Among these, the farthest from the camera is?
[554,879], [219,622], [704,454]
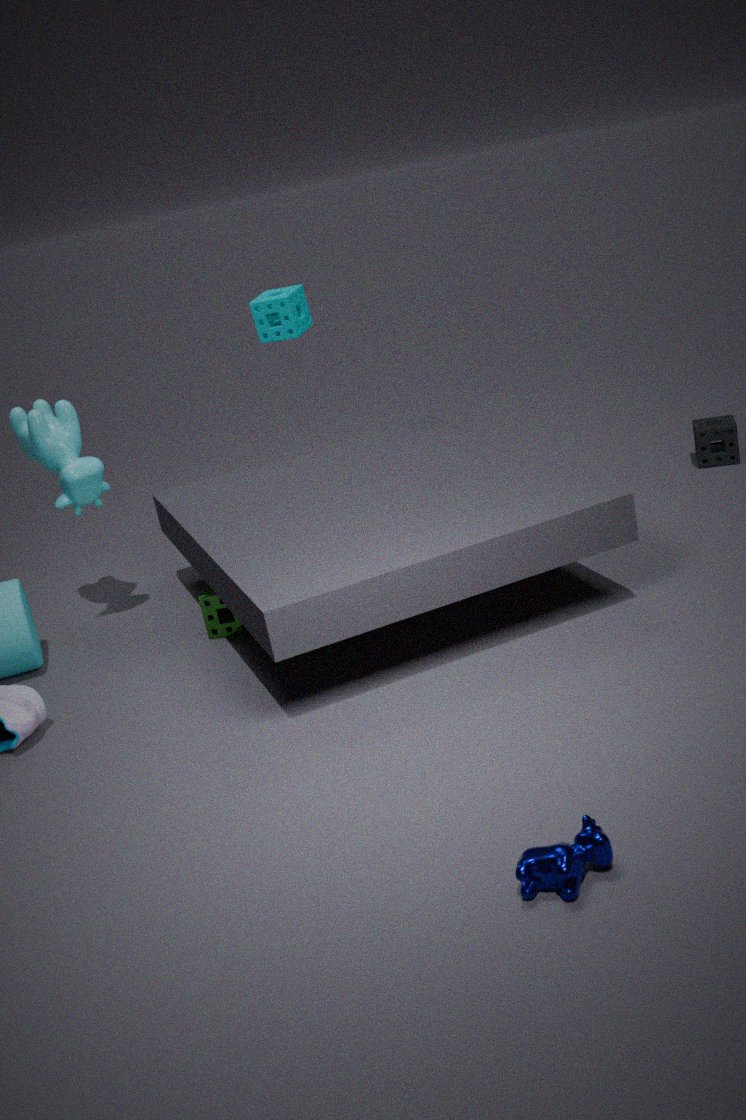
[704,454]
